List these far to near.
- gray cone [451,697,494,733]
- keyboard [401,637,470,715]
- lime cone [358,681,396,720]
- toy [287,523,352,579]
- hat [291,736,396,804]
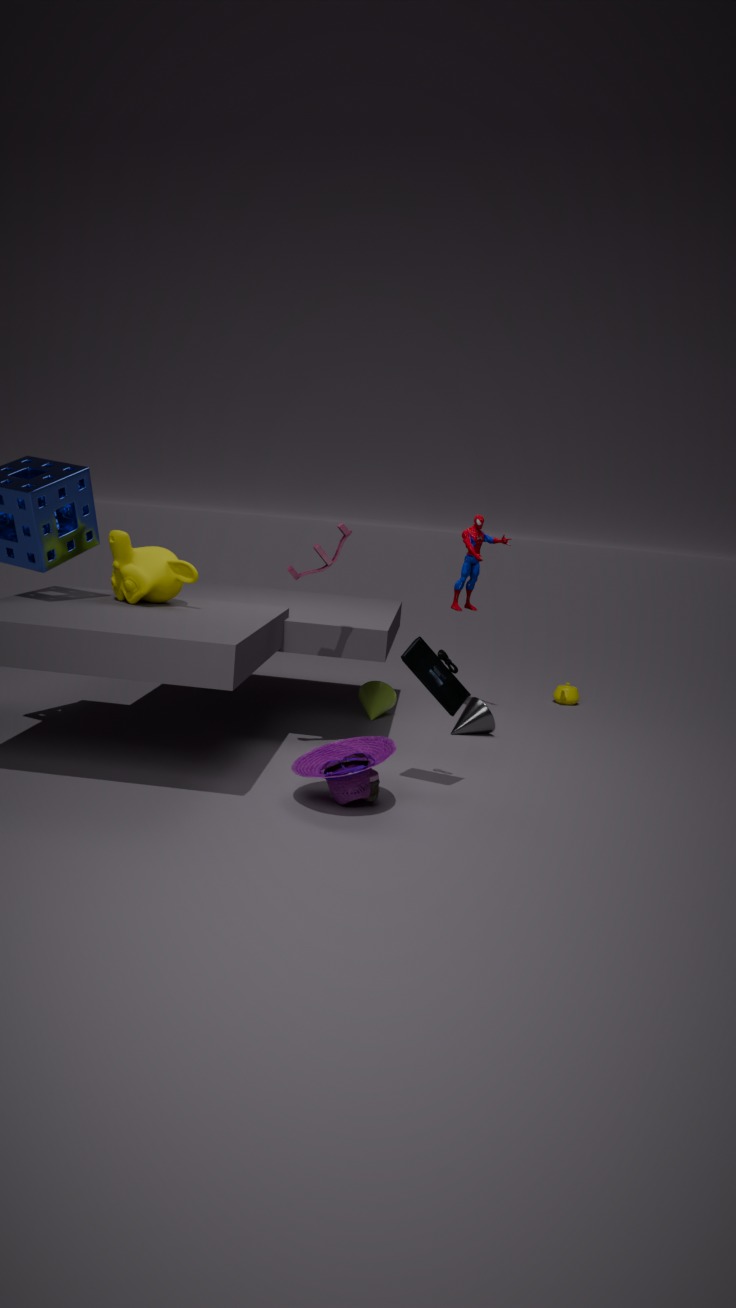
lime cone [358,681,396,720] < gray cone [451,697,494,733] < toy [287,523,352,579] < keyboard [401,637,470,715] < hat [291,736,396,804]
